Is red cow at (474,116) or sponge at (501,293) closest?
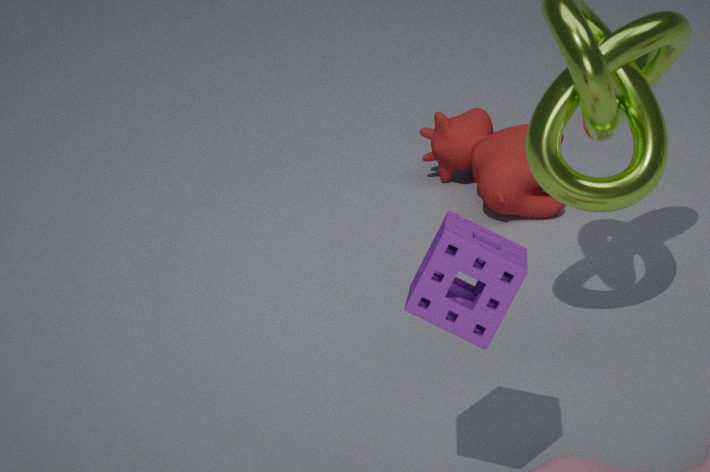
sponge at (501,293)
